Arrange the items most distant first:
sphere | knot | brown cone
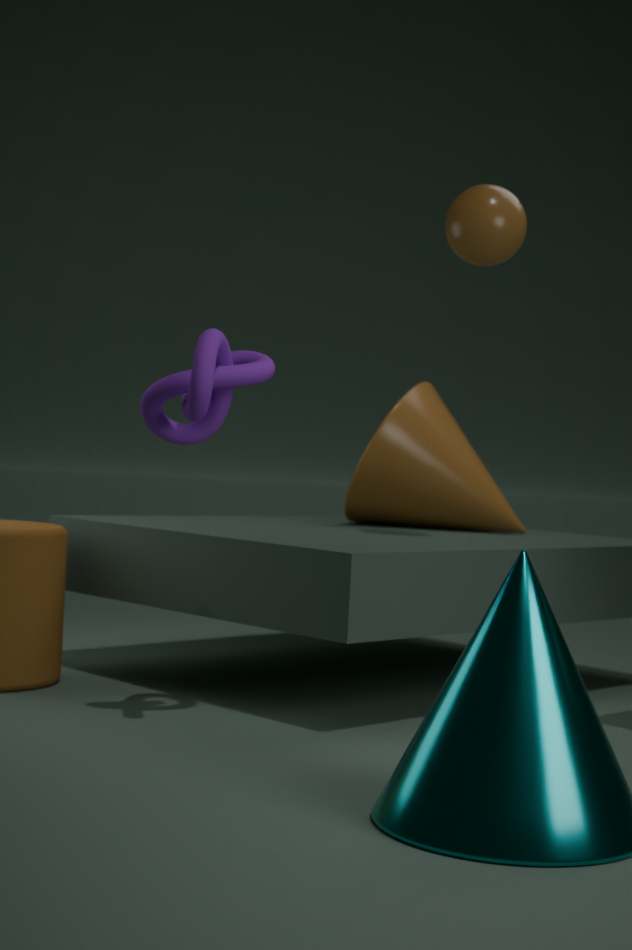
brown cone
sphere
knot
